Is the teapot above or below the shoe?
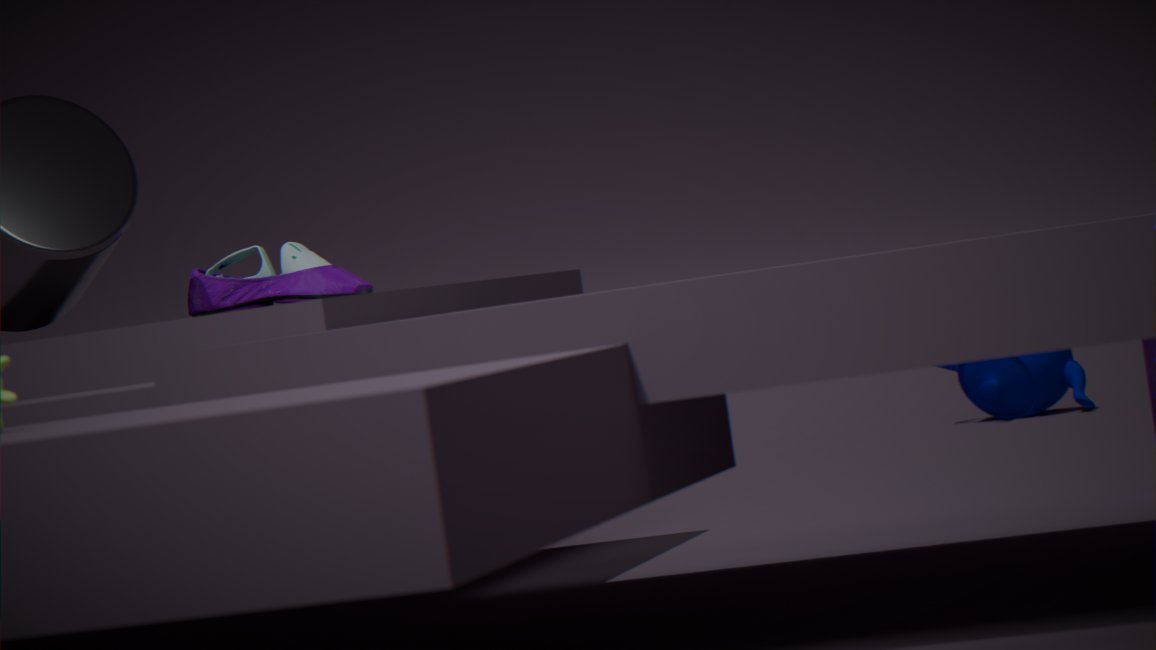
below
